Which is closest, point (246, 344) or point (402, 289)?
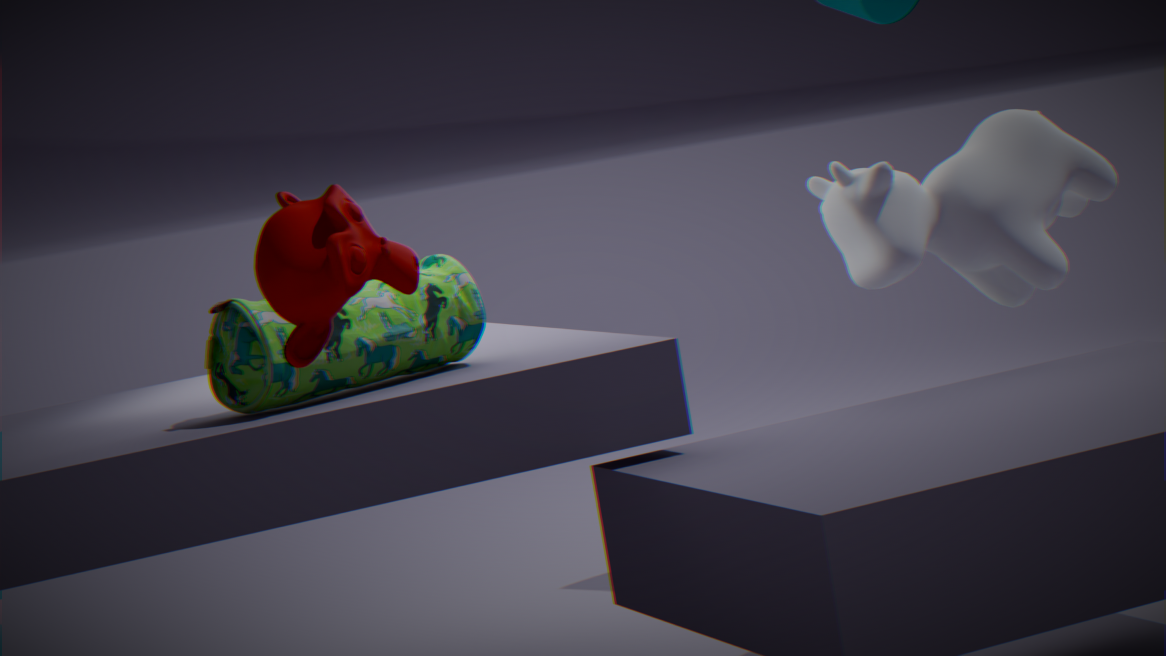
point (402, 289)
